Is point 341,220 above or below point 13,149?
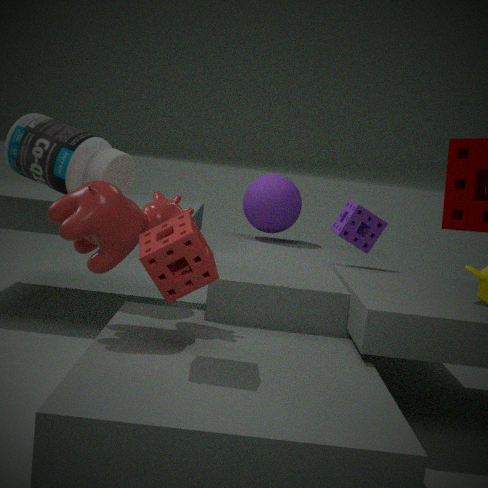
below
